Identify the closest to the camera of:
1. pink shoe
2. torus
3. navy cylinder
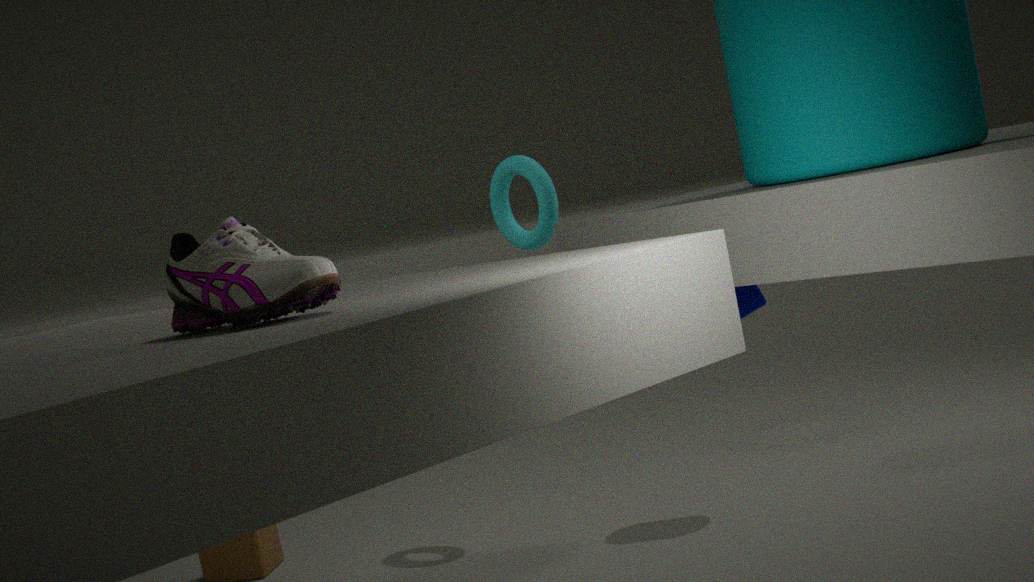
pink shoe
